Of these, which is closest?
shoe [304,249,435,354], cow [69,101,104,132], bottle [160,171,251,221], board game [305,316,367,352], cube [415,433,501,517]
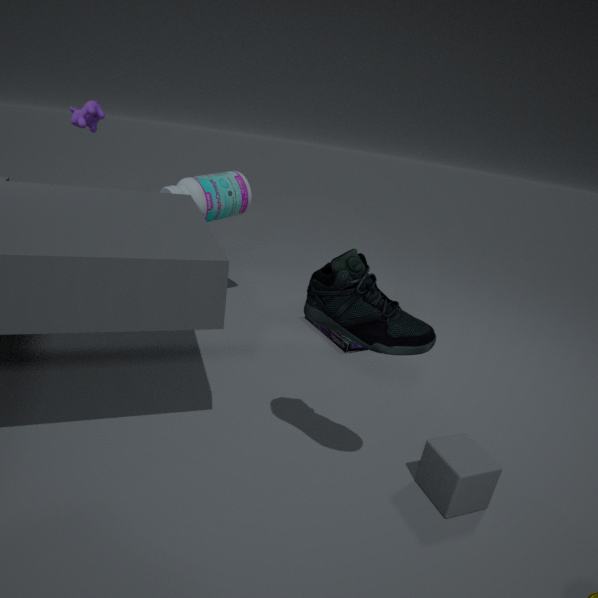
shoe [304,249,435,354]
